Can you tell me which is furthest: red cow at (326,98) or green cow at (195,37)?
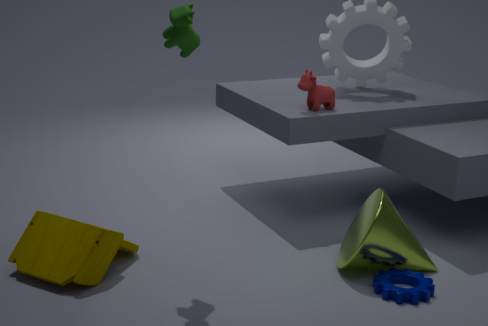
red cow at (326,98)
